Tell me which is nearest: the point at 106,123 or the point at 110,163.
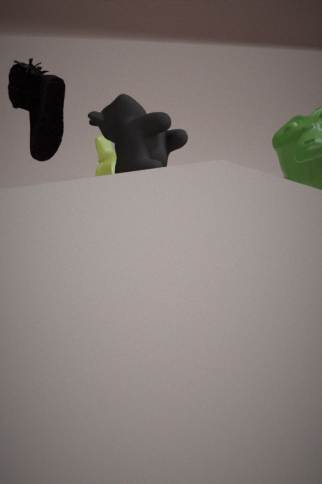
the point at 106,123
